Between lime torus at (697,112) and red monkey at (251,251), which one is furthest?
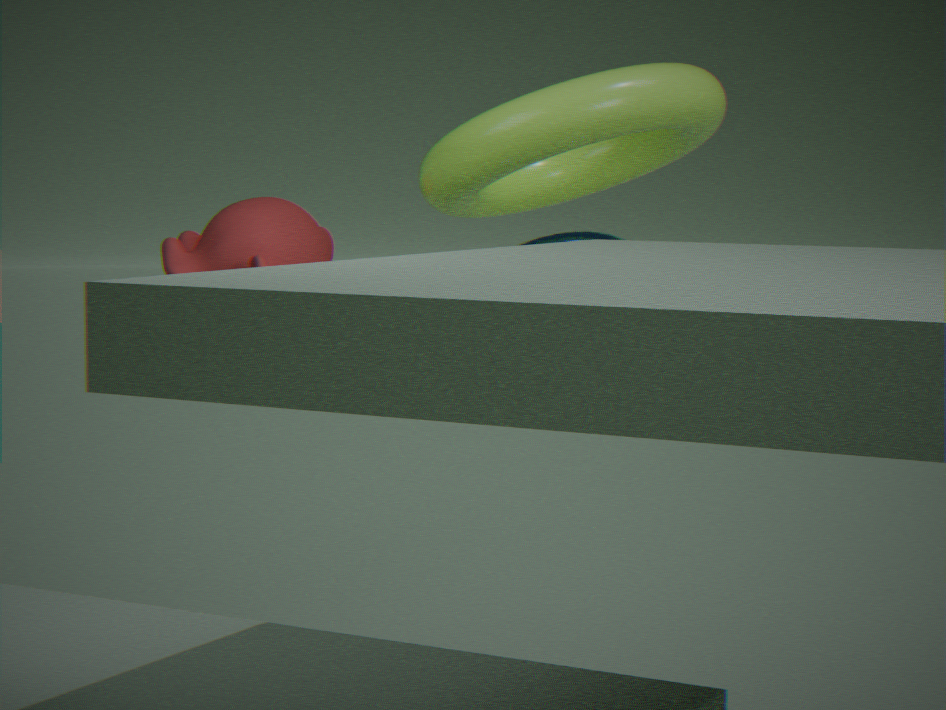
red monkey at (251,251)
